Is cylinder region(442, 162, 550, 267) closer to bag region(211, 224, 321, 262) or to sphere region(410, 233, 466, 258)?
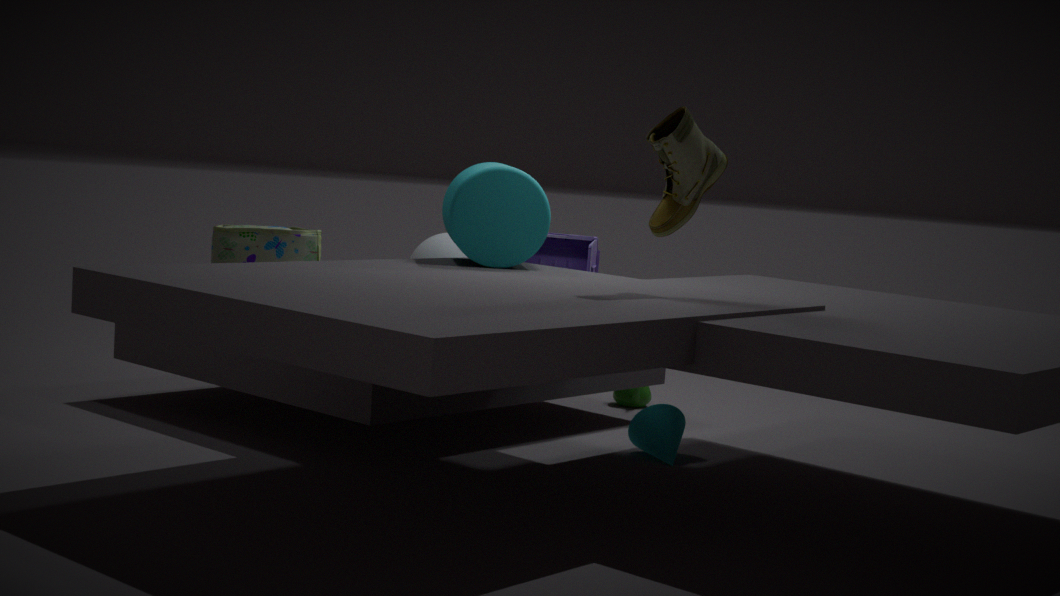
sphere region(410, 233, 466, 258)
